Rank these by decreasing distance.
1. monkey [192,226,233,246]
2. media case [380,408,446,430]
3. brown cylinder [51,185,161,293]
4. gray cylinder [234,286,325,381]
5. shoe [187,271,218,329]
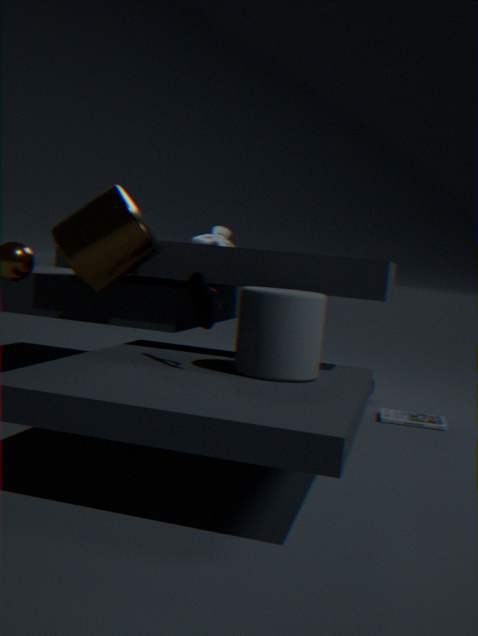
1. monkey [192,226,233,246]
2. media case [380,408,446,430]
3. brown cylinder [51,185,161,293]
4. shoe [187,271,218,329]
5. gray cylinder [234,286,325,381]
